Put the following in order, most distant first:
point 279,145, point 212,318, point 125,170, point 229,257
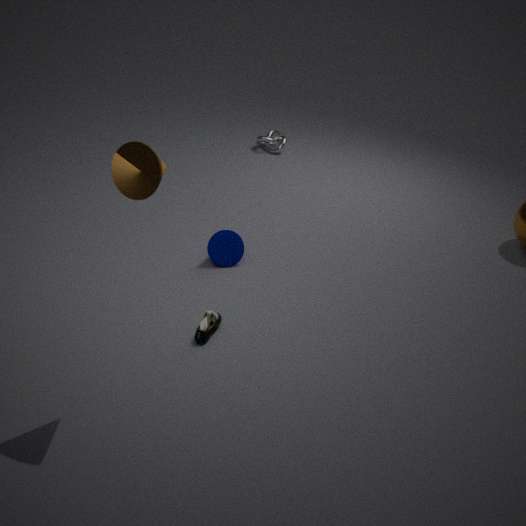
point 279,145, point 229,257, point 212,318, point 125,170
